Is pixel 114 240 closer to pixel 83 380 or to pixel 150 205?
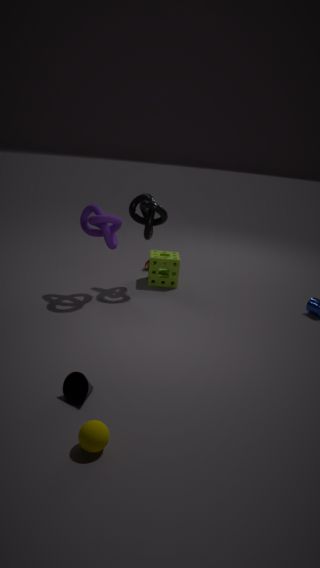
pixel 150 205
